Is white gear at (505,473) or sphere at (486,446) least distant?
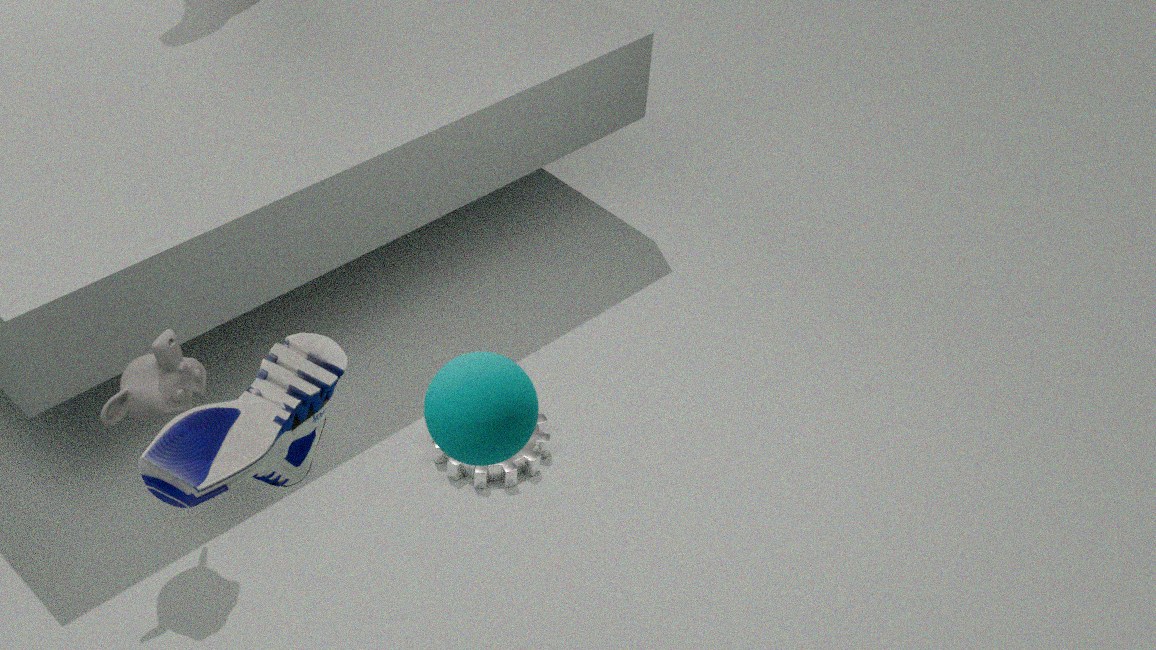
sphere at (486,446)
